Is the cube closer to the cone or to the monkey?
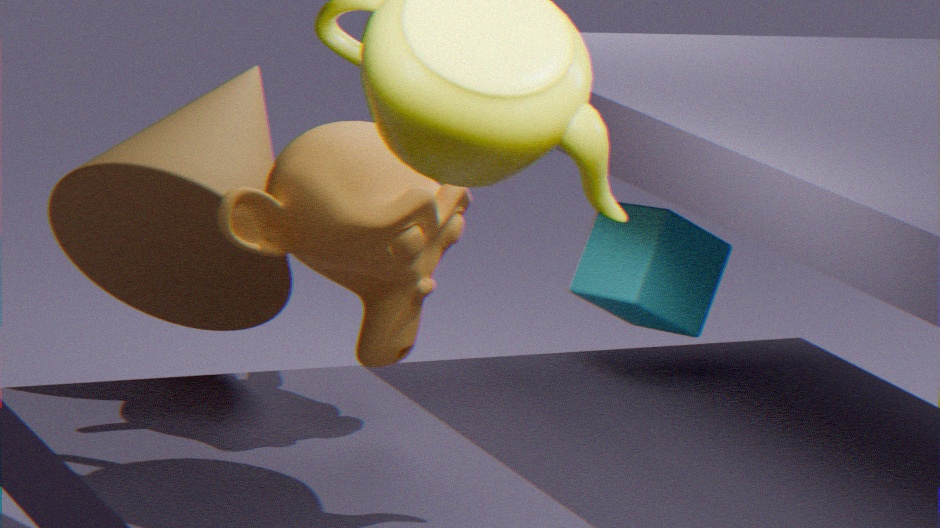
the monkey
